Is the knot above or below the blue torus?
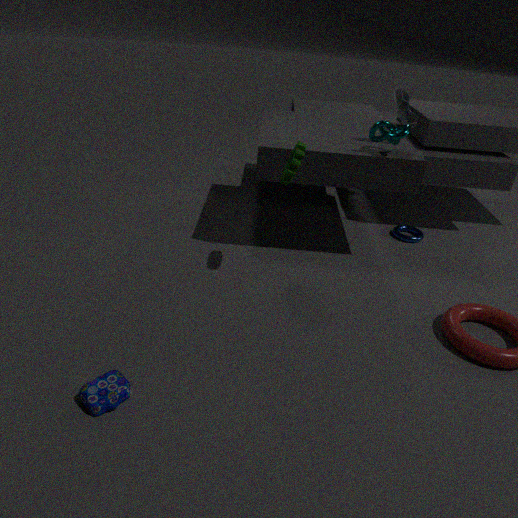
above
